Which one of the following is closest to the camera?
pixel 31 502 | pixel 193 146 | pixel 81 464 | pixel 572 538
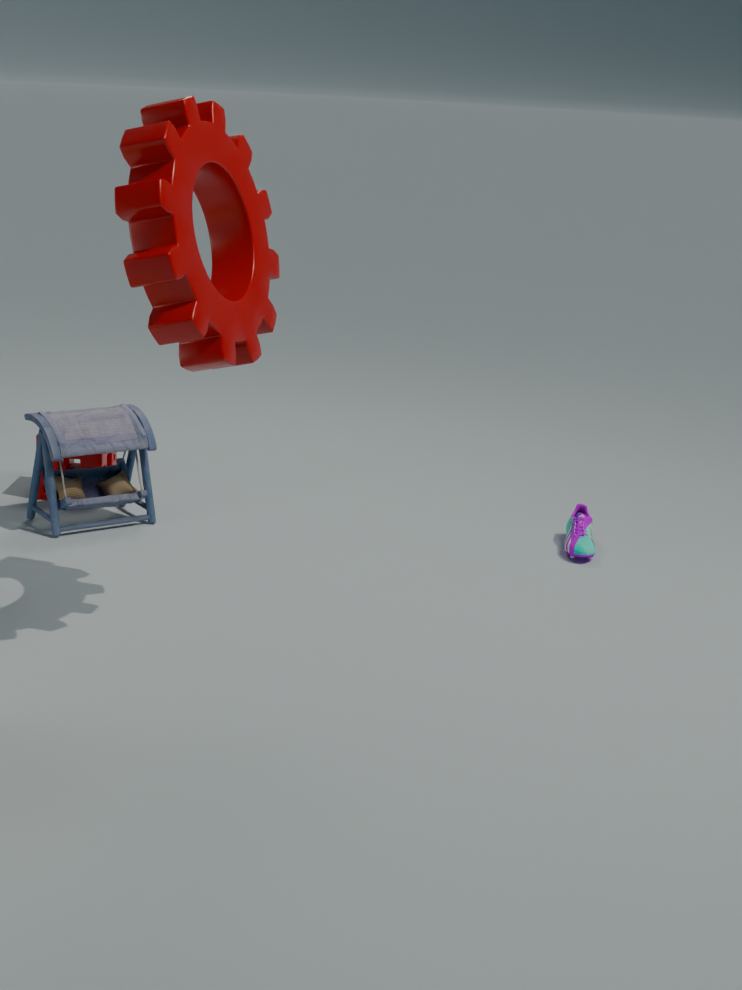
pixel 193 146
